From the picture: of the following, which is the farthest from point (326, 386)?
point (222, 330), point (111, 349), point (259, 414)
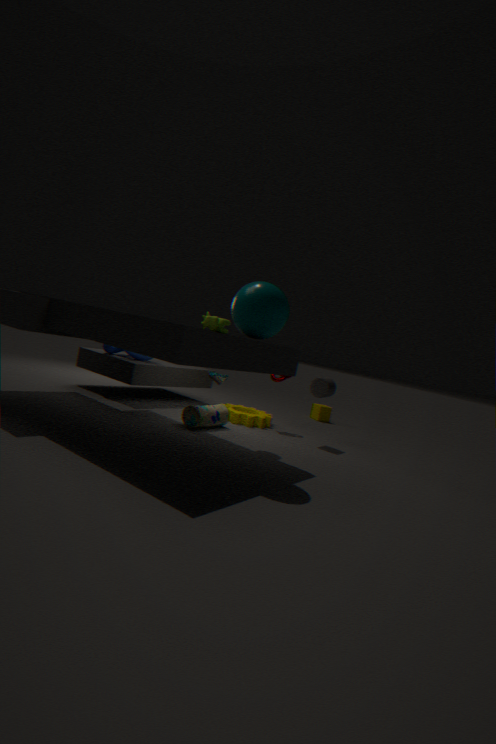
point (111, 349)
